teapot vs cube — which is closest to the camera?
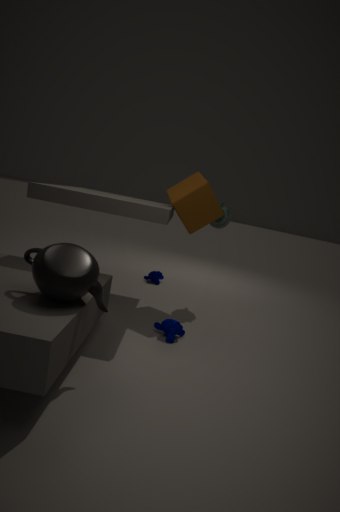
teapot
